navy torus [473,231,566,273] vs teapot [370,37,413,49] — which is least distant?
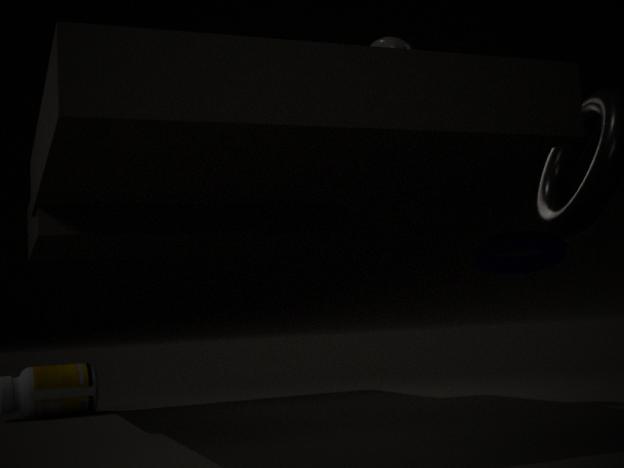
navy torus [473,231,566,273]
